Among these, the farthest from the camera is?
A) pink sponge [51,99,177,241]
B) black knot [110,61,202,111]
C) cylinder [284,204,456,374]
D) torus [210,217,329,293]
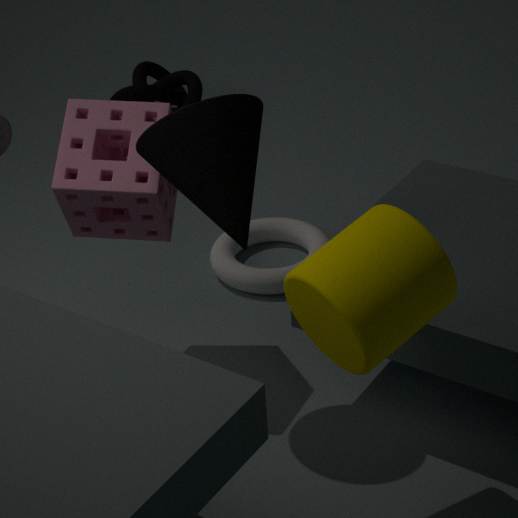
black knot [110,61,202,111]
